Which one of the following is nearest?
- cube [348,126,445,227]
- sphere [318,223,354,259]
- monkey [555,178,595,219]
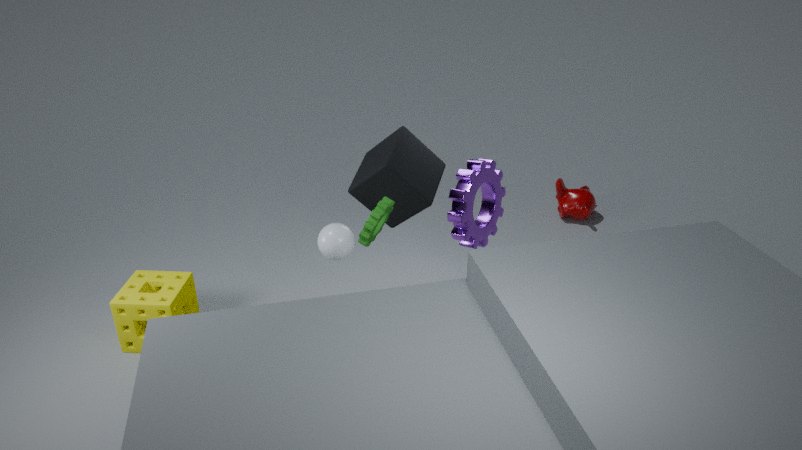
sphere [318,223,354,259]
